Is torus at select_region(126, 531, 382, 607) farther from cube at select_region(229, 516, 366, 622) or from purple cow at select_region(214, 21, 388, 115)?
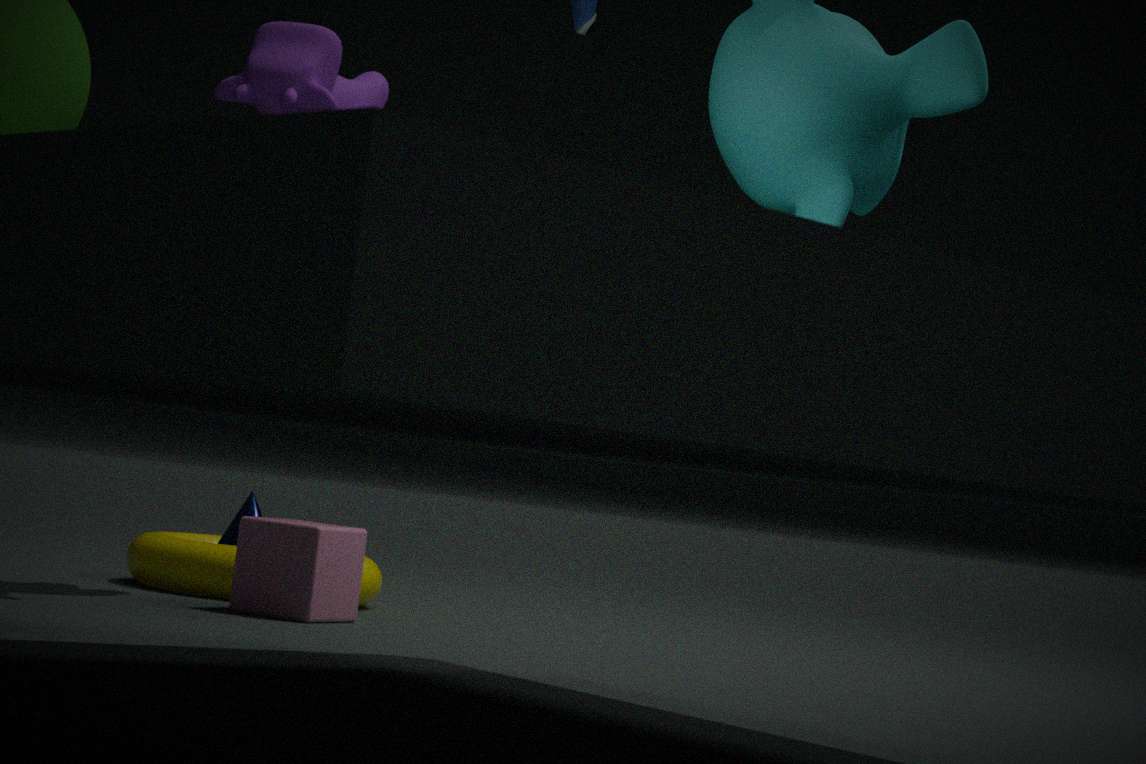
purple cow at select_region(214, 21, 388, 115)
